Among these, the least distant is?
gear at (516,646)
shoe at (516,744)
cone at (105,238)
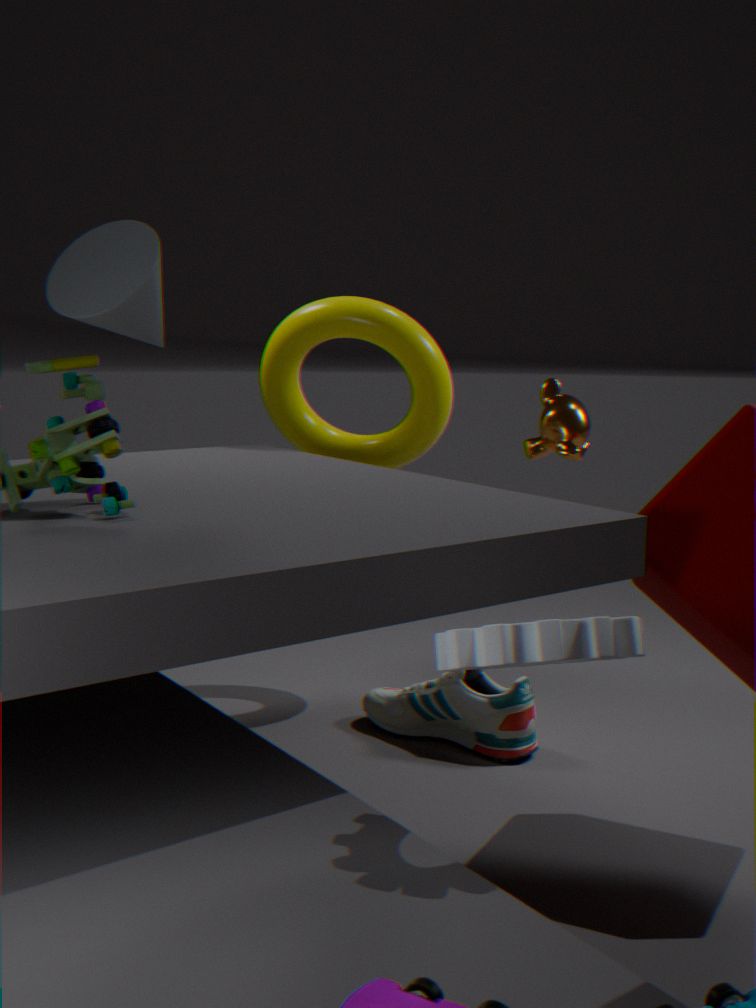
gear at (516,646)
